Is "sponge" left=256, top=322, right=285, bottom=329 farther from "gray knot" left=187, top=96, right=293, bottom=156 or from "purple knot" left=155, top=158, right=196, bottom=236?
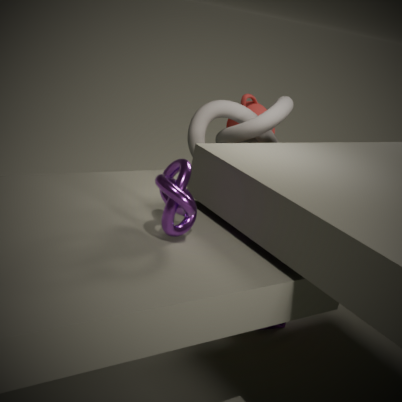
"purple knot" left=155, top=158, right=196, bottom=236
